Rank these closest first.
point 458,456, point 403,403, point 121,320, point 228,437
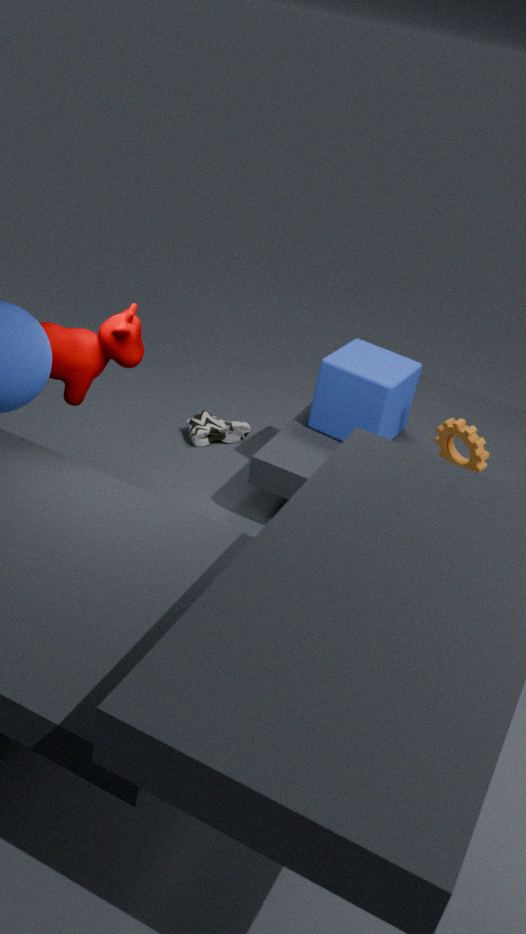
point 121,320, point 458,456, point 403,403, point 228,437
